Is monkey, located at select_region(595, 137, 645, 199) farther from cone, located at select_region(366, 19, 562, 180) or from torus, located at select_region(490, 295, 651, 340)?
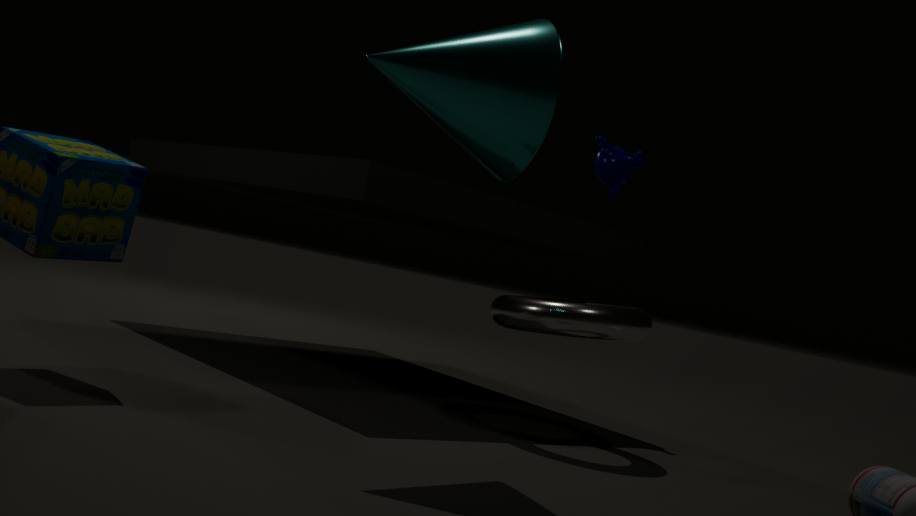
cone, located at select_region(366, 19, 562, 180)
